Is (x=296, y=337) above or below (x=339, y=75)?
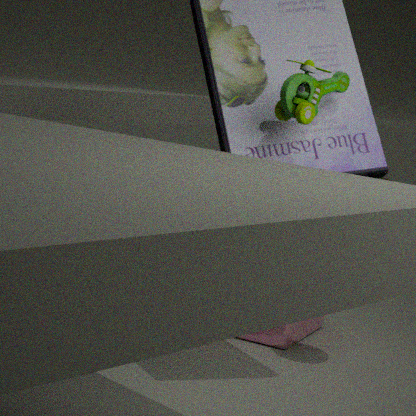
below
